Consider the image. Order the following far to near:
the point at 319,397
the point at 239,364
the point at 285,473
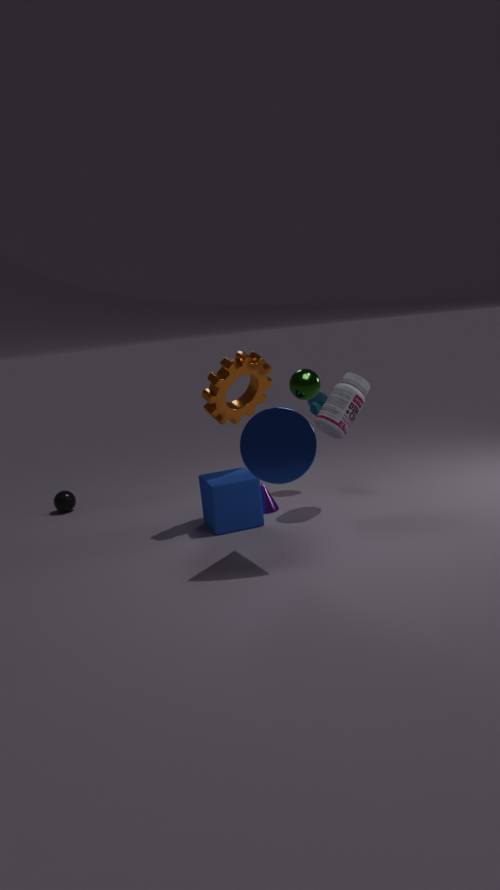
the point at 319,397 < the point at 239,364 < the point at 285,473
